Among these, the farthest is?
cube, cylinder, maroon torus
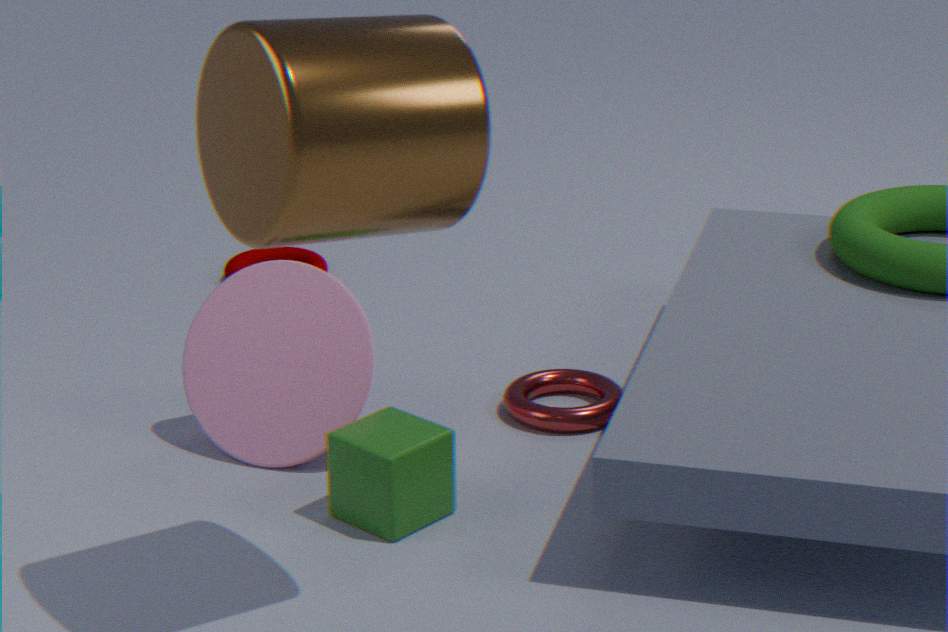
maroon torus
